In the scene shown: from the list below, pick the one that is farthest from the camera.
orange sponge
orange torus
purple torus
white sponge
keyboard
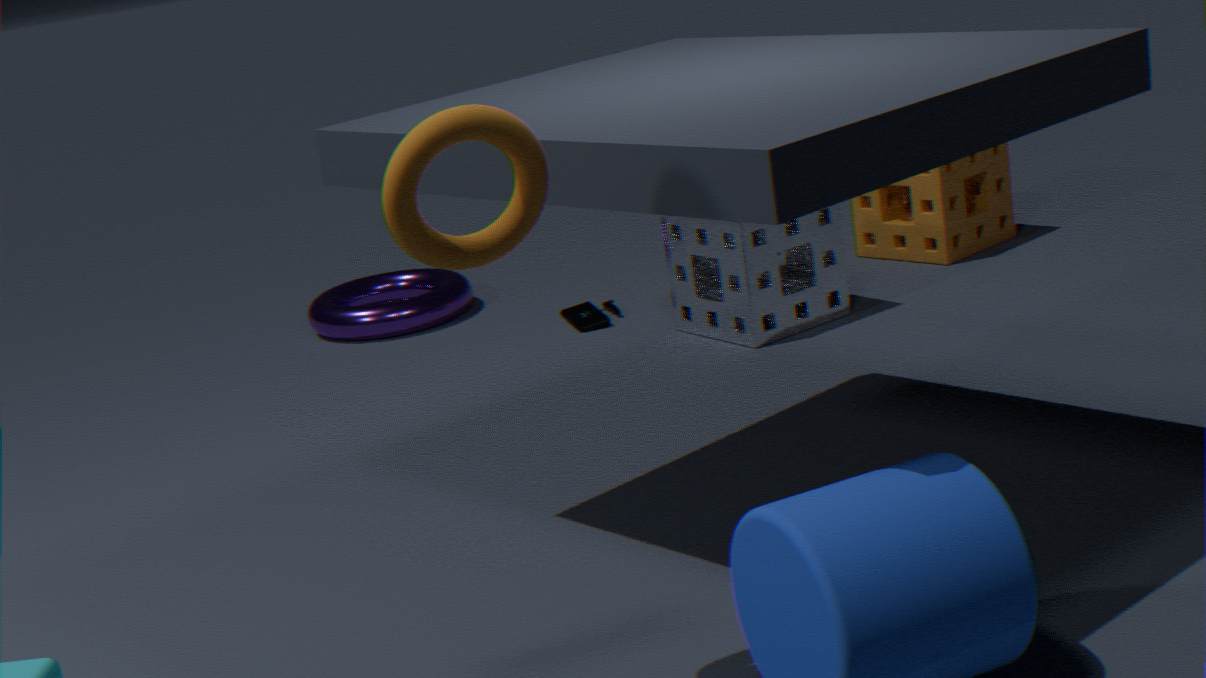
purple torus
